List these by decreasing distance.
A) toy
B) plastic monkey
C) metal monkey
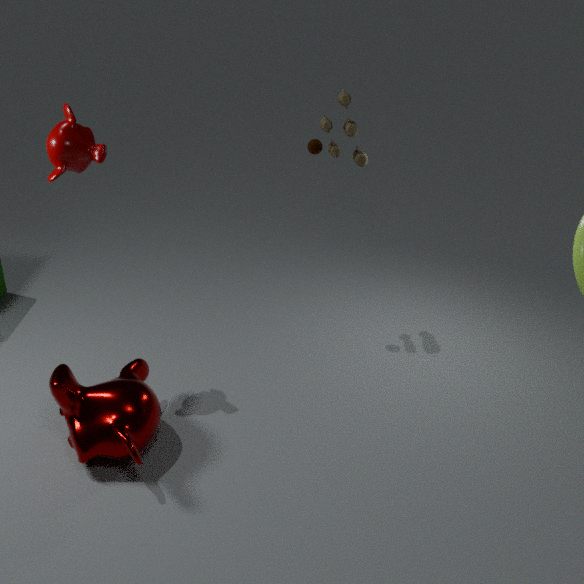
toy < metal monkey < plastic monkey
